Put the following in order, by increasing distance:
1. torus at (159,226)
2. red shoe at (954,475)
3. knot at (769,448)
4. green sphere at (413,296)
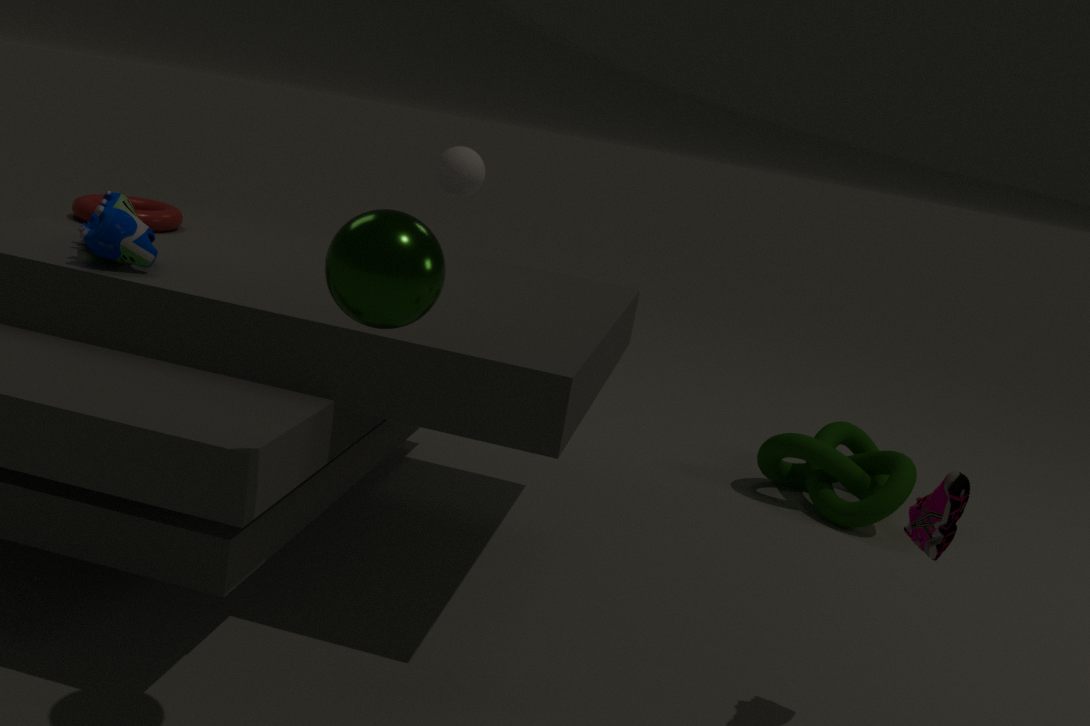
green sphere at (413,296) < red shoe at (954,475) < torus at (159,226) < knot at (769,448)
